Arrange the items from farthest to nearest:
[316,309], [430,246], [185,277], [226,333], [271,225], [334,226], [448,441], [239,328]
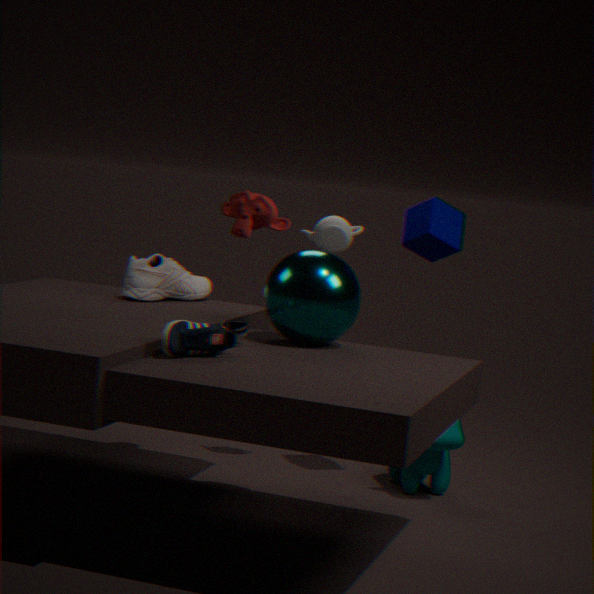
[334,226] < [185,277] < [430,246] < [448,441] < [316,309] < [239,328] < [271,225] < [226,333]
